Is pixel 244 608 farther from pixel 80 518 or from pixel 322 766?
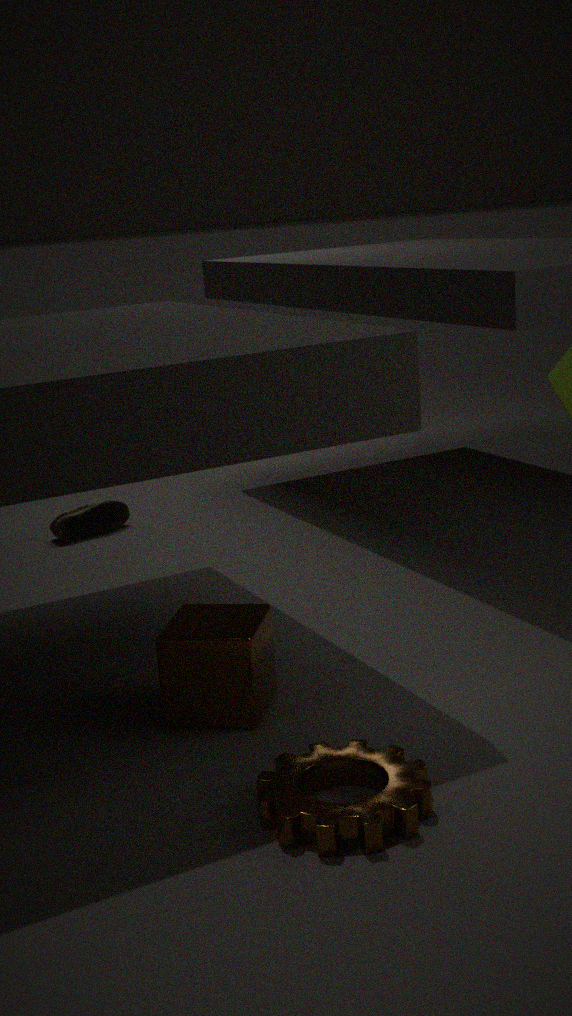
pixel 80 518
